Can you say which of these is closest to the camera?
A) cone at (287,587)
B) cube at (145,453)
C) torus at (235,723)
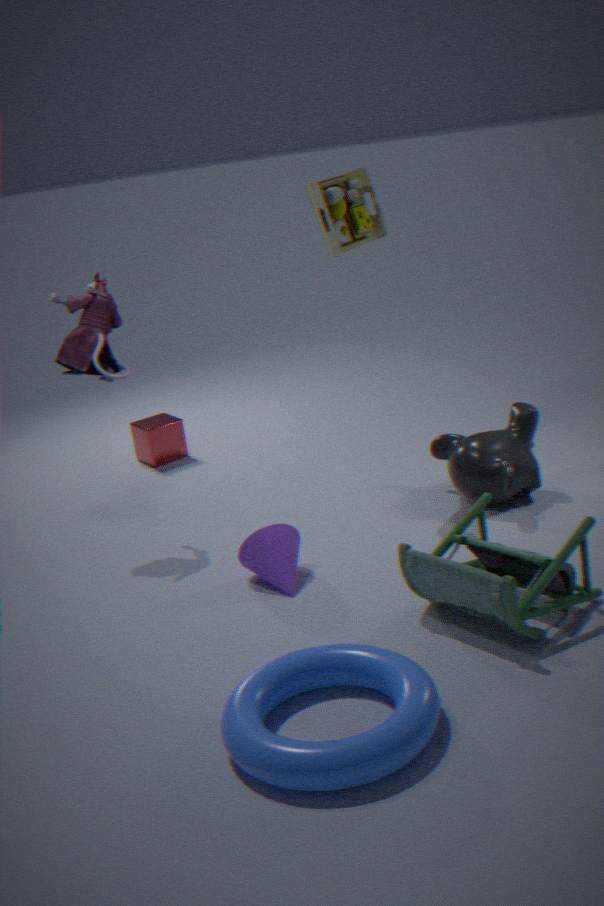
torus at (235,723)
